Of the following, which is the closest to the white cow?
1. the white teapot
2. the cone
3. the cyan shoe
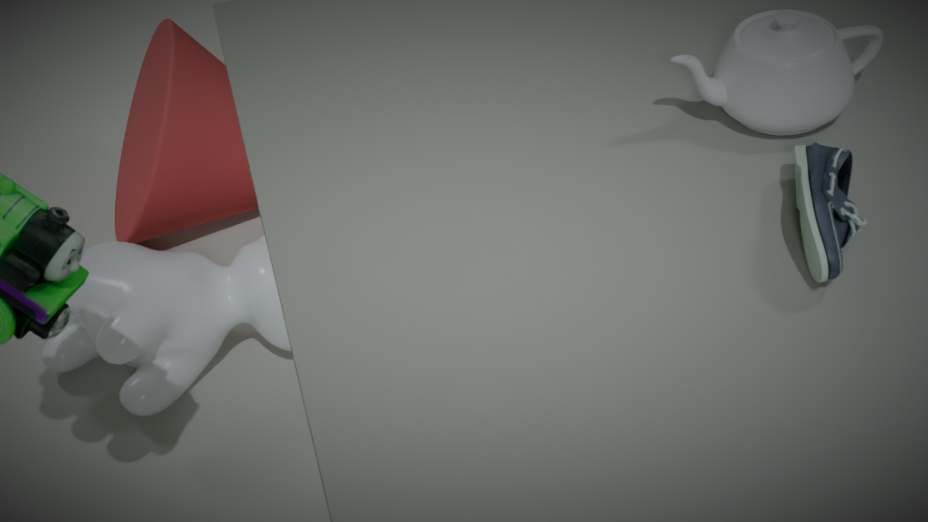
the cone
